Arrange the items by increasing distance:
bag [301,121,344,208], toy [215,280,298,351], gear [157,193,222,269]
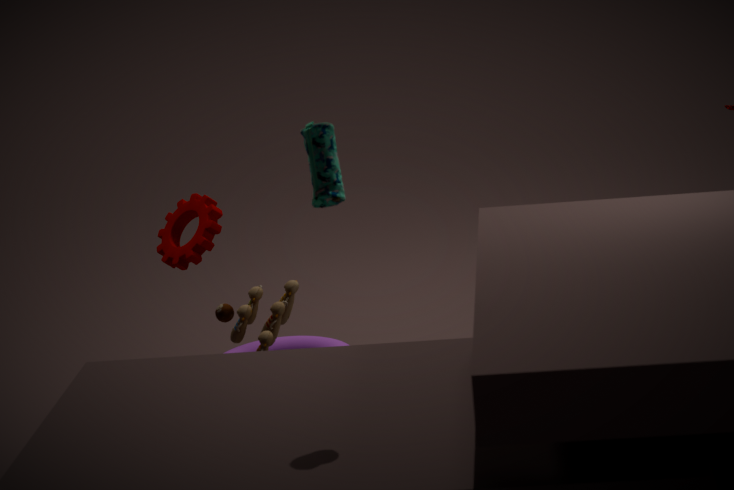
bag [301,121,344,208] → toy [215,280,298,351] → gear [157,193,222,269]
